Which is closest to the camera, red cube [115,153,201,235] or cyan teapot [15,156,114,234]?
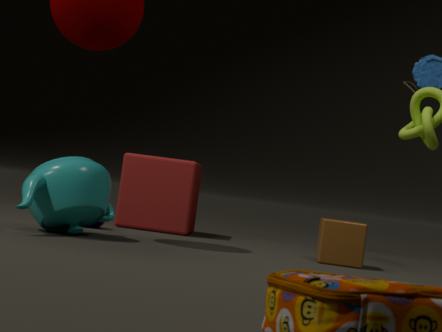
cyan teapot [15,156,114,234]
